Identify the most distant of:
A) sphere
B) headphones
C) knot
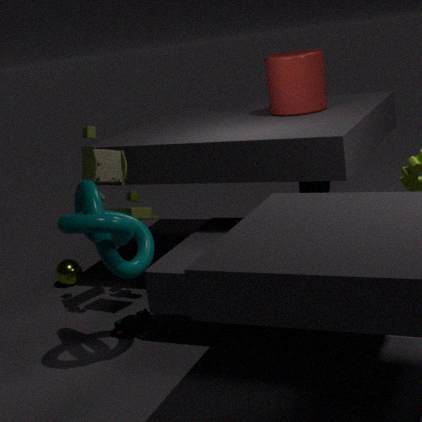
sphere
